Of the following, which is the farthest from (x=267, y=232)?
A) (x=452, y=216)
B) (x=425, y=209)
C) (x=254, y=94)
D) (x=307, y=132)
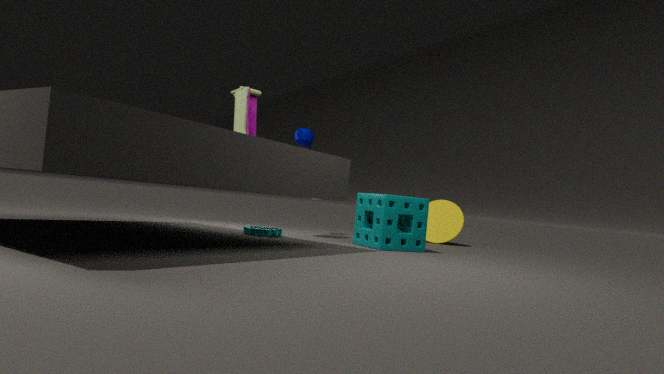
(x=452, y=216)
